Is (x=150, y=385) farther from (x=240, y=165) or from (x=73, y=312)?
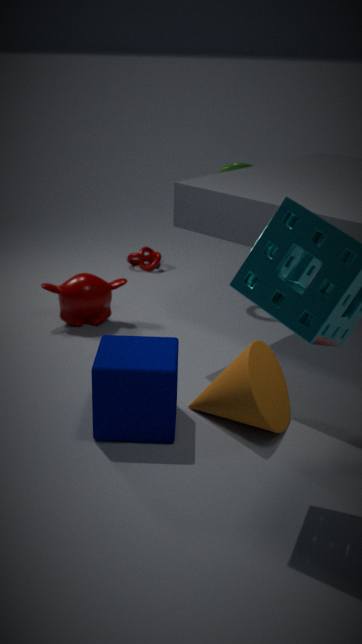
(x=240, y=165)
